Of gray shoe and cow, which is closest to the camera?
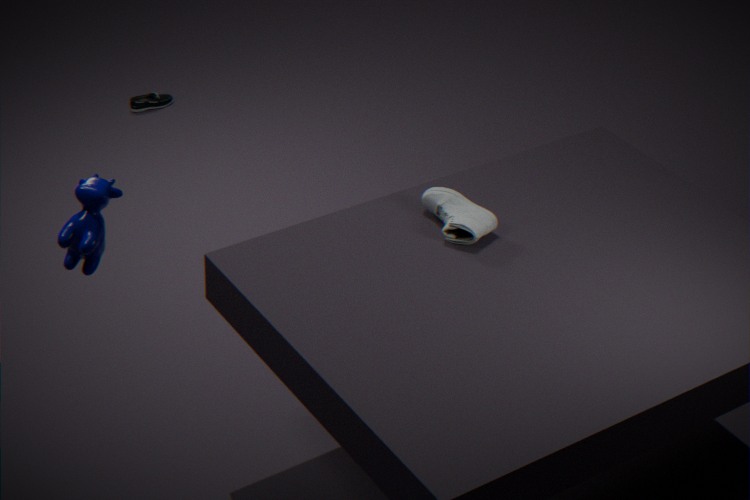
cow
